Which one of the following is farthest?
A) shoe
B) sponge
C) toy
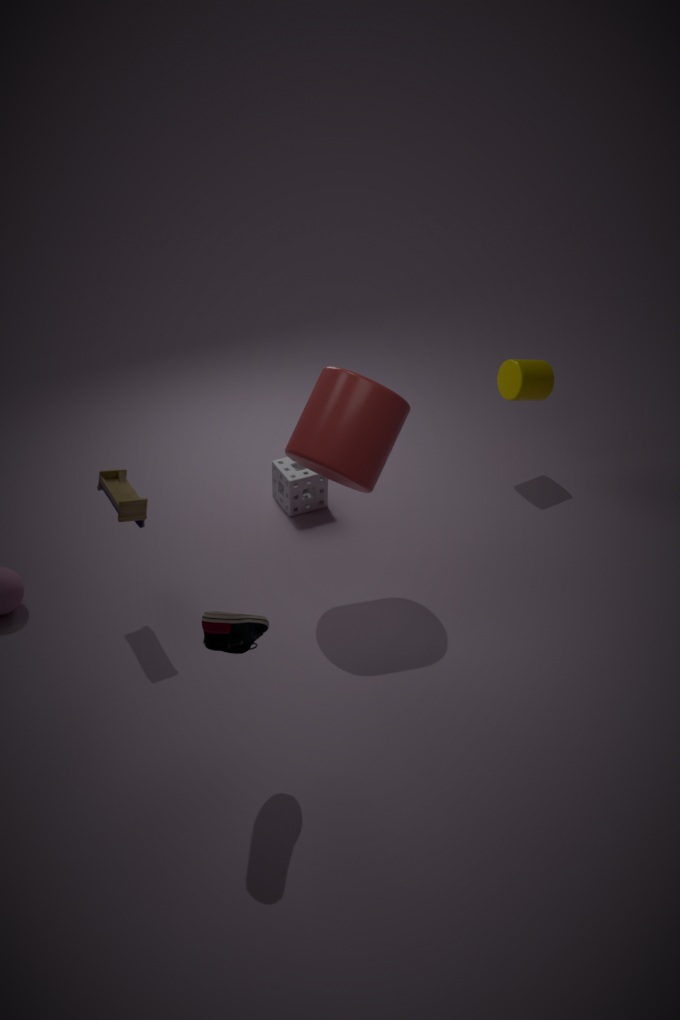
sponge
